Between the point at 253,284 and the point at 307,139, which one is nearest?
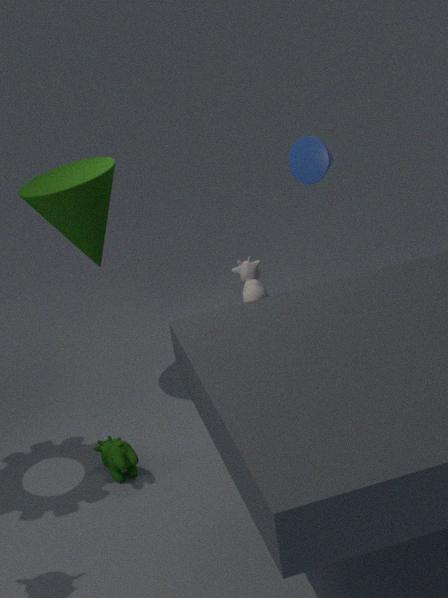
the point at 253,284
